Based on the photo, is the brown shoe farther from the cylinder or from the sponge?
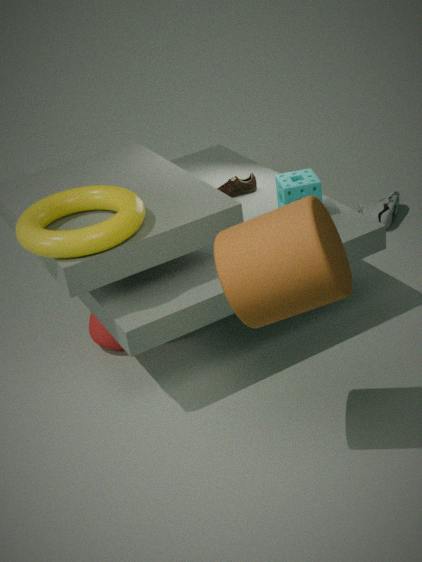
the cylinder
